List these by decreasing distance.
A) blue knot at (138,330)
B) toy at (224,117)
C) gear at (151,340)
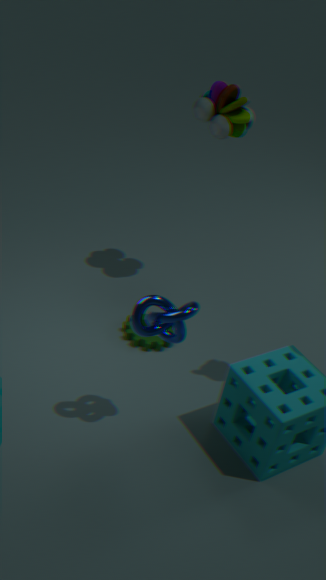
gear at (151,340) → toy at (224,117) → blue knot at (138,330)
